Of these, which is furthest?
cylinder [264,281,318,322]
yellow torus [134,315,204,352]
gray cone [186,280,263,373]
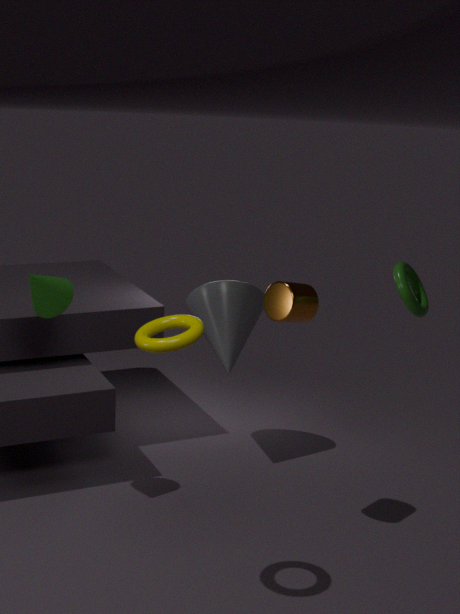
gray cone [186,280,263,373]
